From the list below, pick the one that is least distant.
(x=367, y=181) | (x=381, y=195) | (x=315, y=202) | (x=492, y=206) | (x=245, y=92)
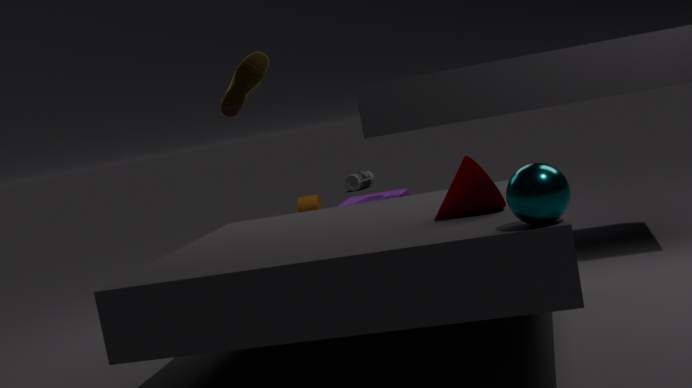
(x=492, y=206)
